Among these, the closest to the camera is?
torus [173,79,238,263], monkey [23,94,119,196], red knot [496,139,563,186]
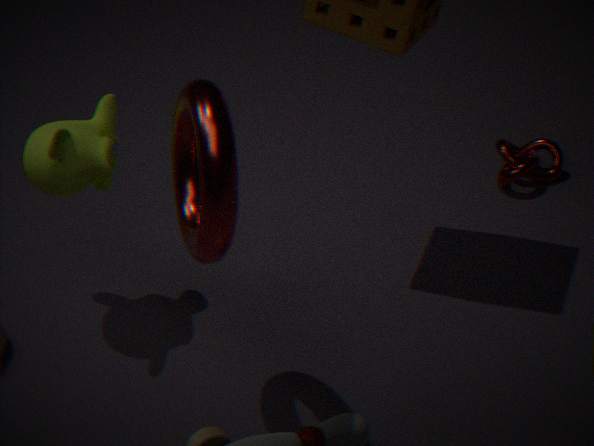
torus [173,79,238,263]
